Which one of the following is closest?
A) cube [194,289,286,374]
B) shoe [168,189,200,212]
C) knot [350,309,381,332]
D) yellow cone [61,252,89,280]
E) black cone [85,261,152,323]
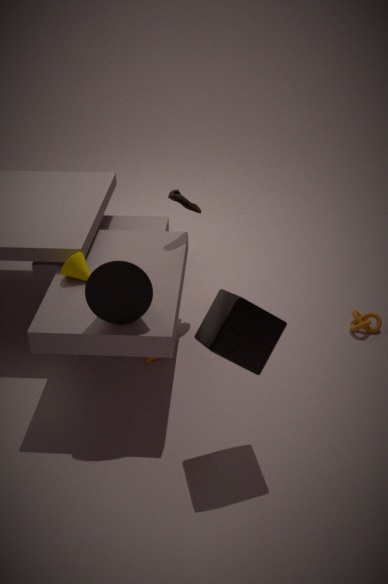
A. cube [194,289,286,374]
